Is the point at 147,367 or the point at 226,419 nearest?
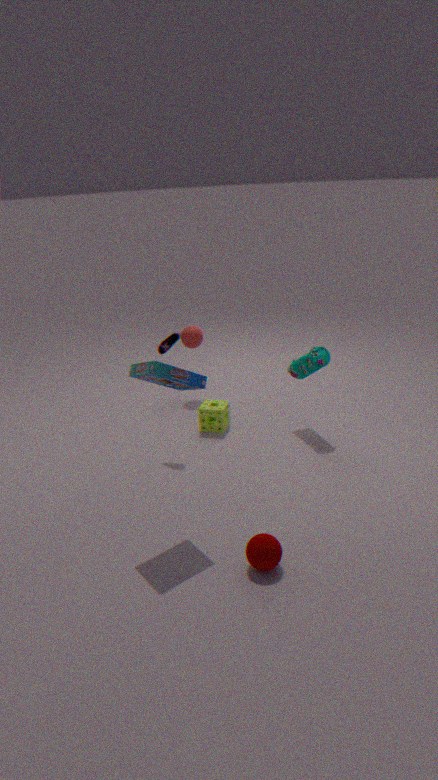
the point at 147,367
